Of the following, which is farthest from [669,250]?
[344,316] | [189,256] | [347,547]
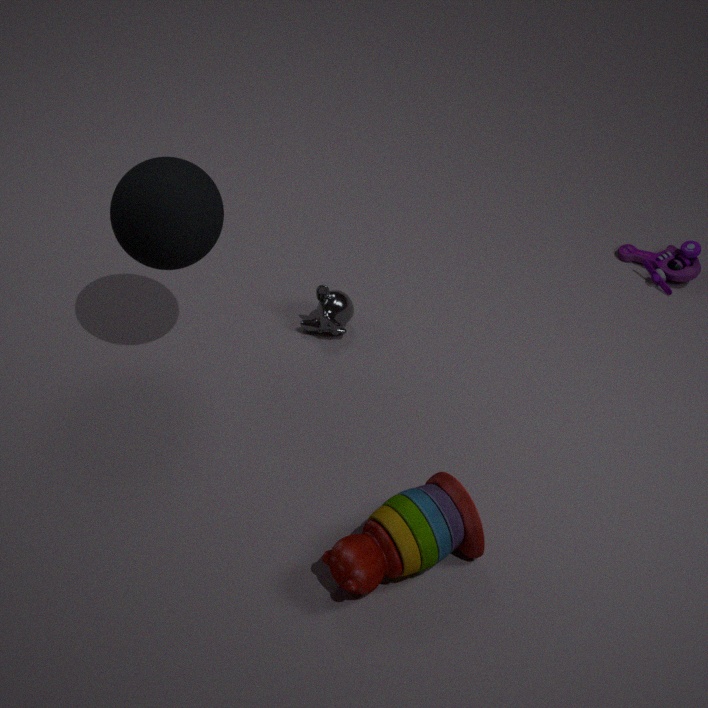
[189,256]
